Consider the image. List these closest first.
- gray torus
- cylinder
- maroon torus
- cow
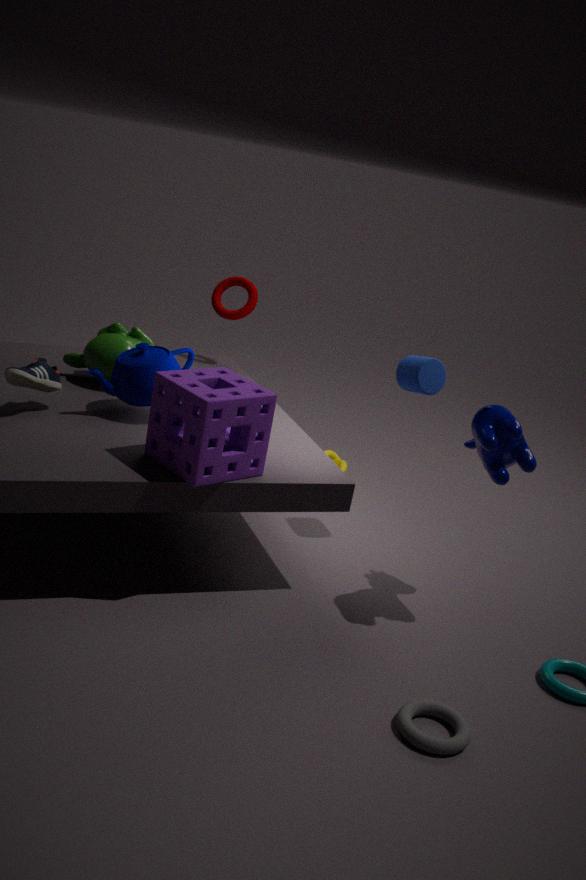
gray torus < cow < cylinder < maroon torus
